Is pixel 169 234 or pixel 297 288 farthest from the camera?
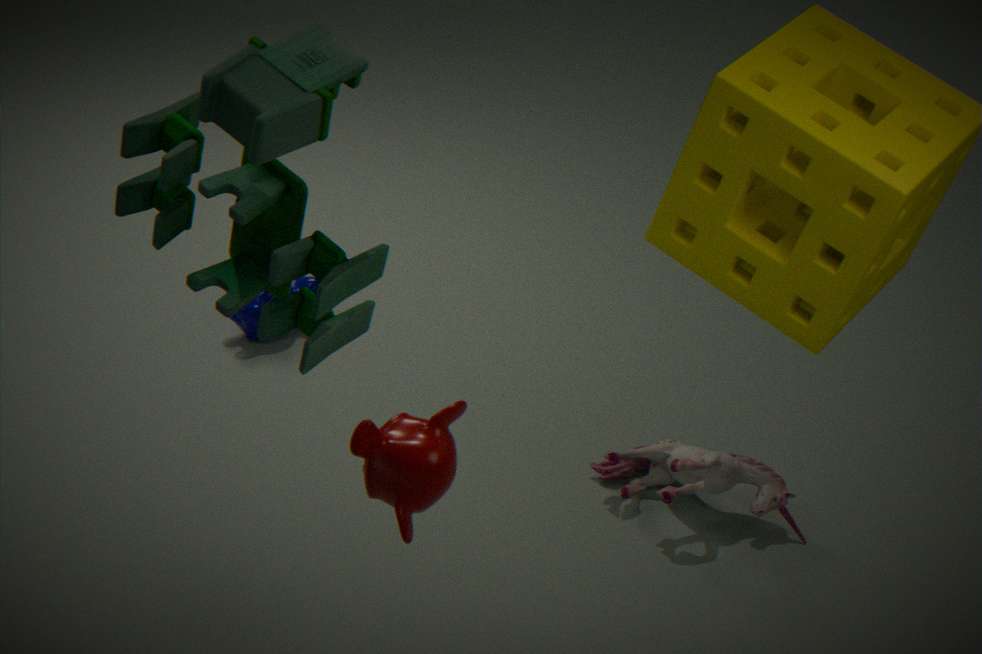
pixel 297 288
